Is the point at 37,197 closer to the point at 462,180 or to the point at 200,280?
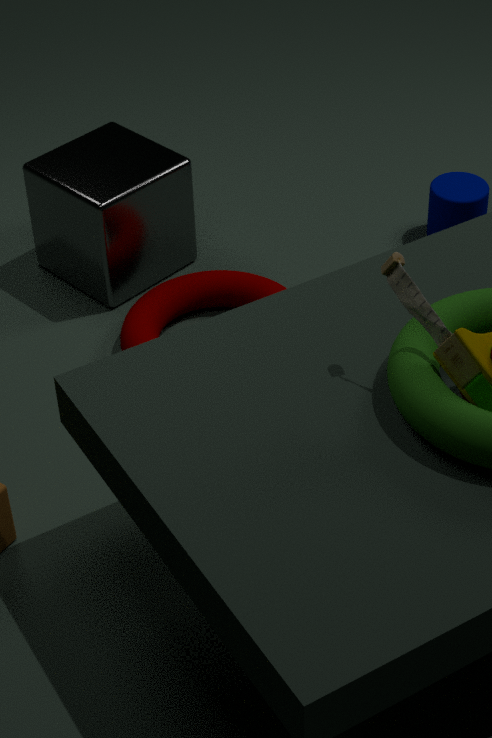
the point at 200,280
